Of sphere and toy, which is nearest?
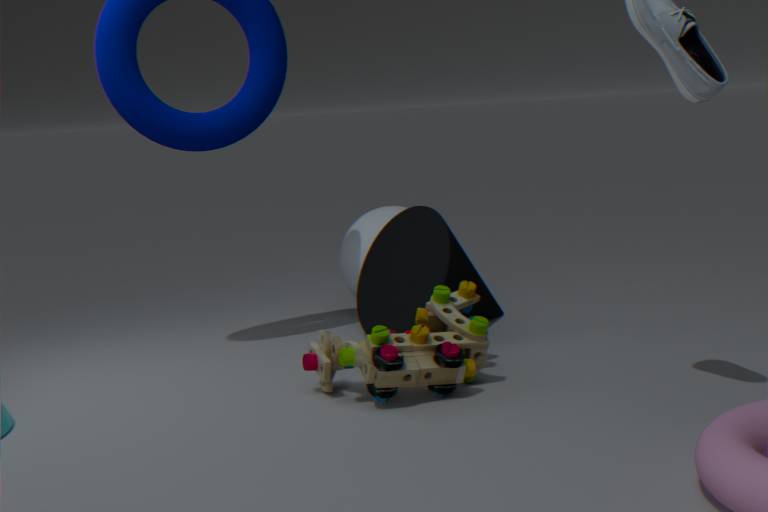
toy
